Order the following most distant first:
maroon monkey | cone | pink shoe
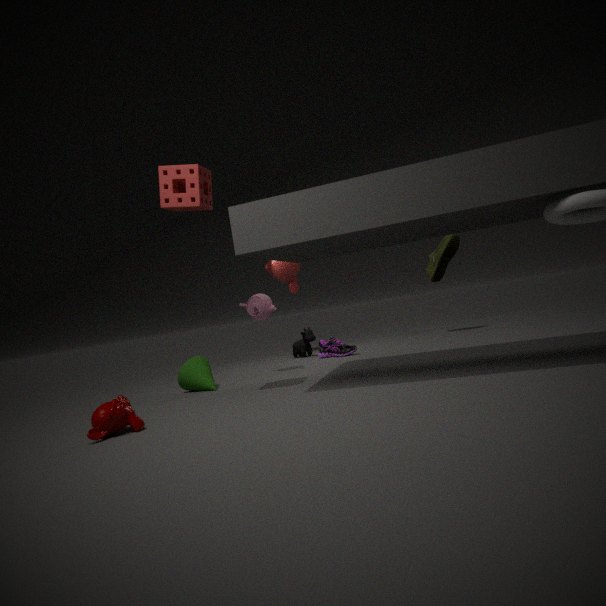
pink shoe, cone, maroon monkey
